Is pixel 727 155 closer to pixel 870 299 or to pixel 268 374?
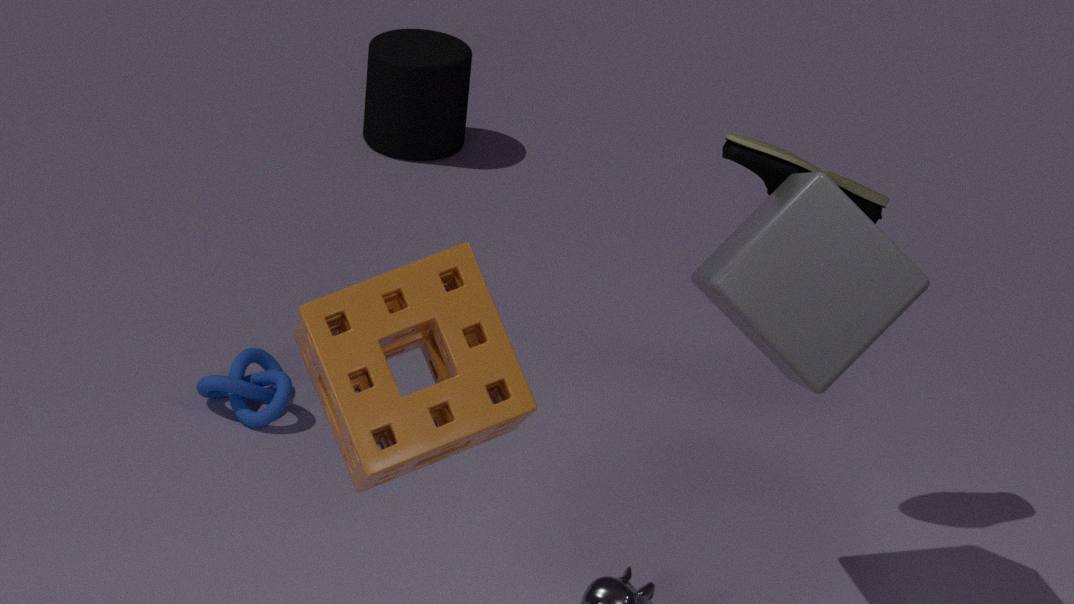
pixel 870 299
